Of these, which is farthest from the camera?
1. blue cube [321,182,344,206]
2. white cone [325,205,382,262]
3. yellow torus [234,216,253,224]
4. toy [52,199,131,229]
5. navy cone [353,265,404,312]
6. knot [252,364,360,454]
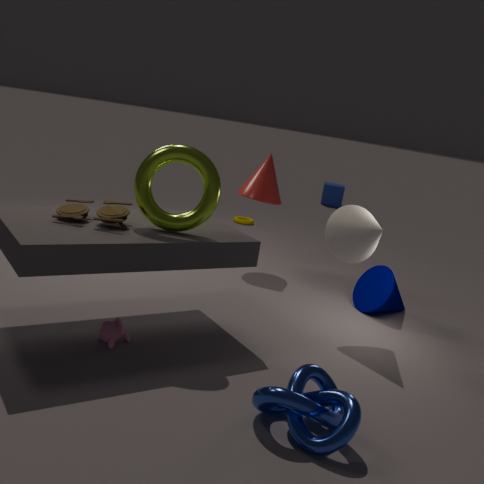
blue cube [321,182,344,206]
